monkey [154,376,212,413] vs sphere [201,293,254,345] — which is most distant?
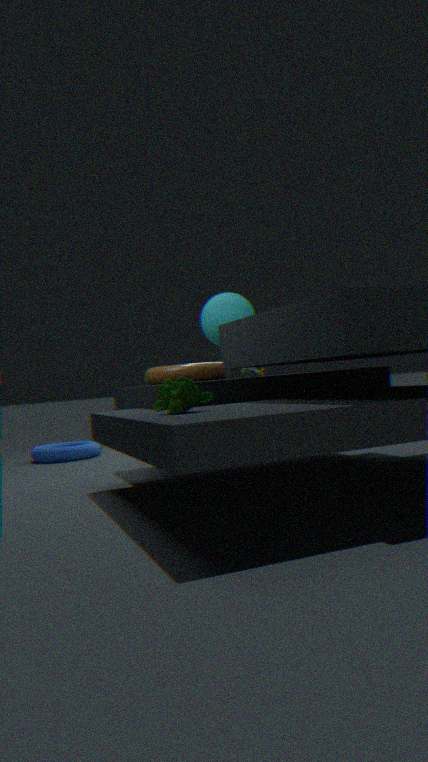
sphere [201,293,254,345]
